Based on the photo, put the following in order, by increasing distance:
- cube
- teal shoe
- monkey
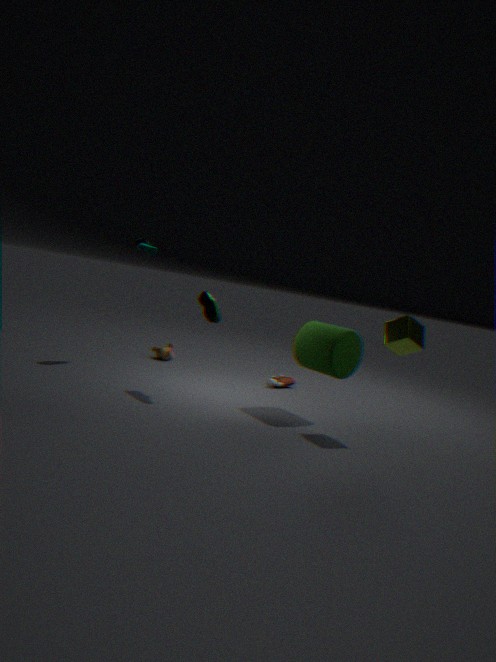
cube, teal shoe, monkey
